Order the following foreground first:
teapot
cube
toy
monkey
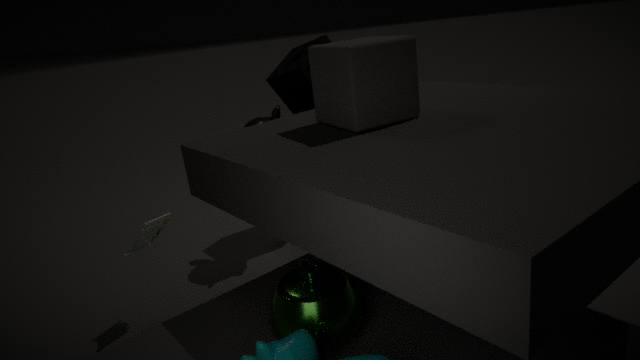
teapot
cube
toy
monkey
